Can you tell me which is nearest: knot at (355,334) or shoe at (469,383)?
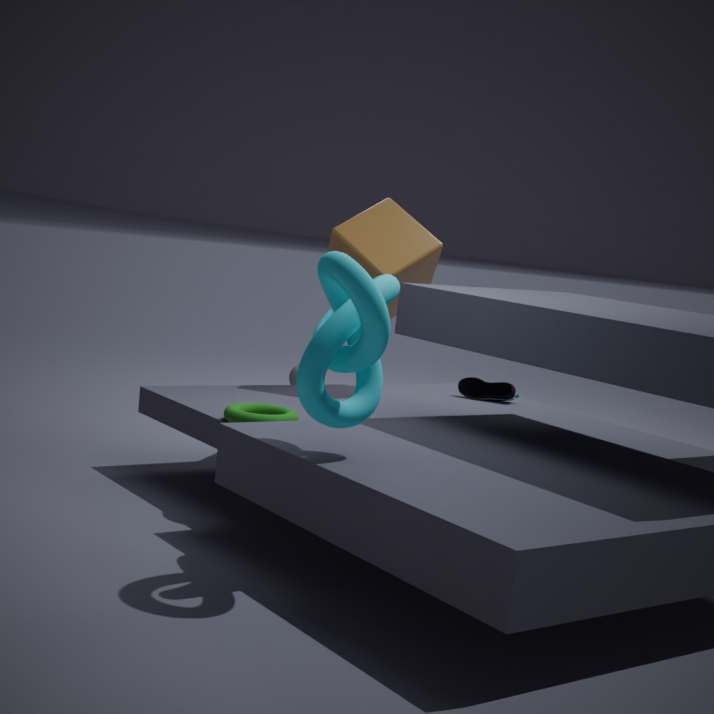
knot at (355,334)
